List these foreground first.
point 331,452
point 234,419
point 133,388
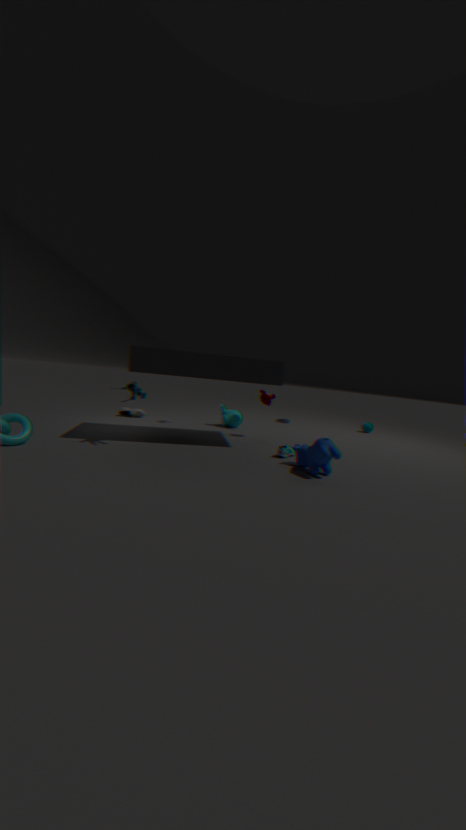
point 331,452
point 133,388
point 234,419
